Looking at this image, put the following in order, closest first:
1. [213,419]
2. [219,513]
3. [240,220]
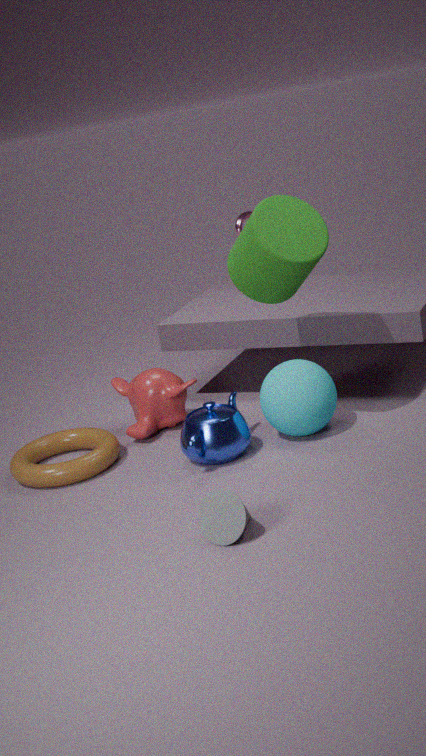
[219,513] → [213,419] → [240,220]
